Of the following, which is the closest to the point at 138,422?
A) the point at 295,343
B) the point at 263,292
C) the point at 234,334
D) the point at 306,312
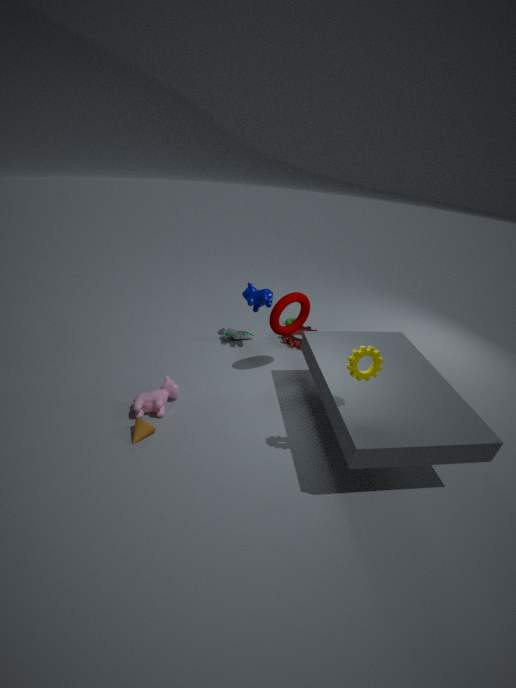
the point at 306,312
